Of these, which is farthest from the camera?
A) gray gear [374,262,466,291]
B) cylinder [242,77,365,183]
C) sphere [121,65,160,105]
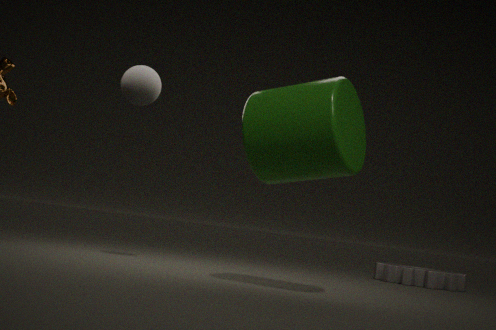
gray gear [374,262,466,291]
